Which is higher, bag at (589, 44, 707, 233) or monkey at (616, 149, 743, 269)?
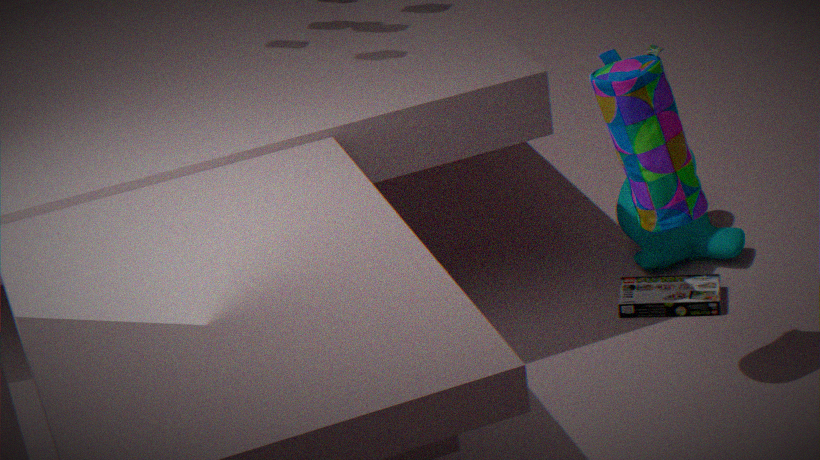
bag at (589, 44, 707, 233)
